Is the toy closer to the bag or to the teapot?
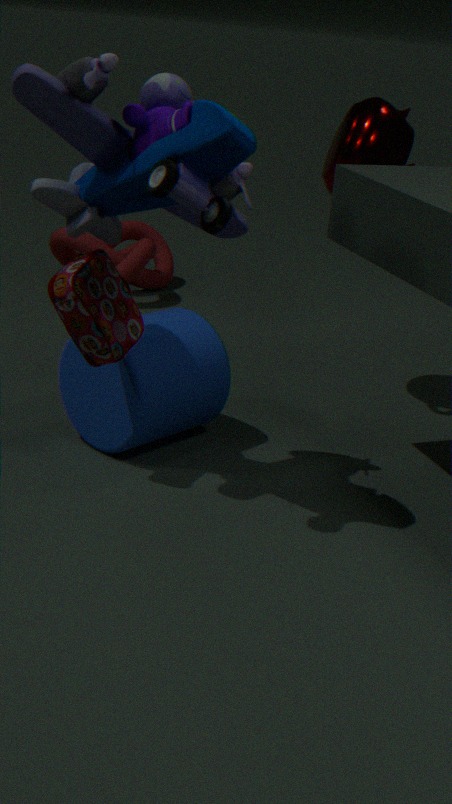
the bag
